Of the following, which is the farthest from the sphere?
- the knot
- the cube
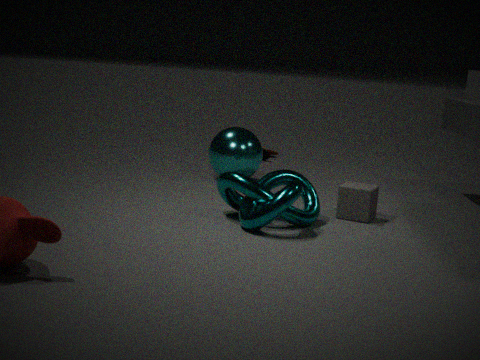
the cube
